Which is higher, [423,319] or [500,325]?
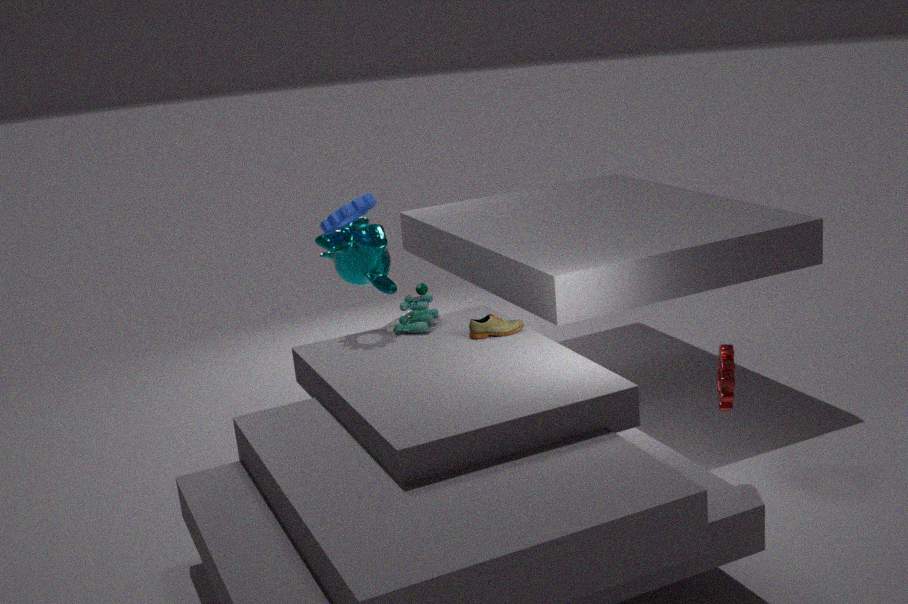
[423,319]
